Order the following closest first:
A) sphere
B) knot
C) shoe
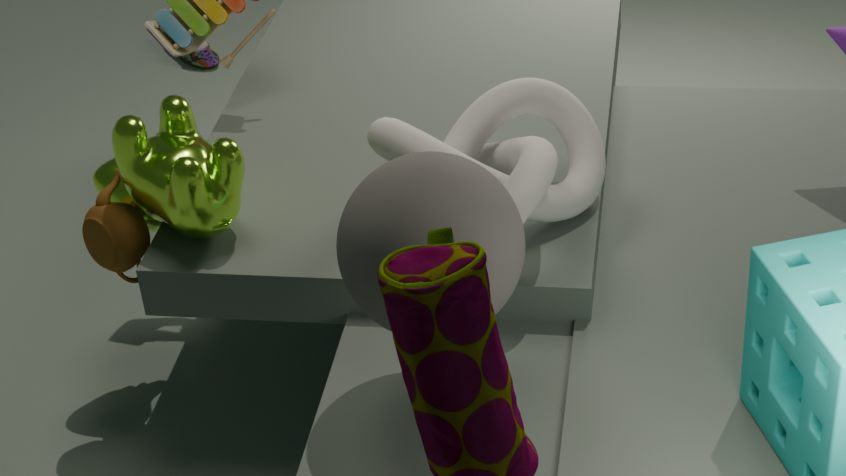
sphere < knot < shoe
